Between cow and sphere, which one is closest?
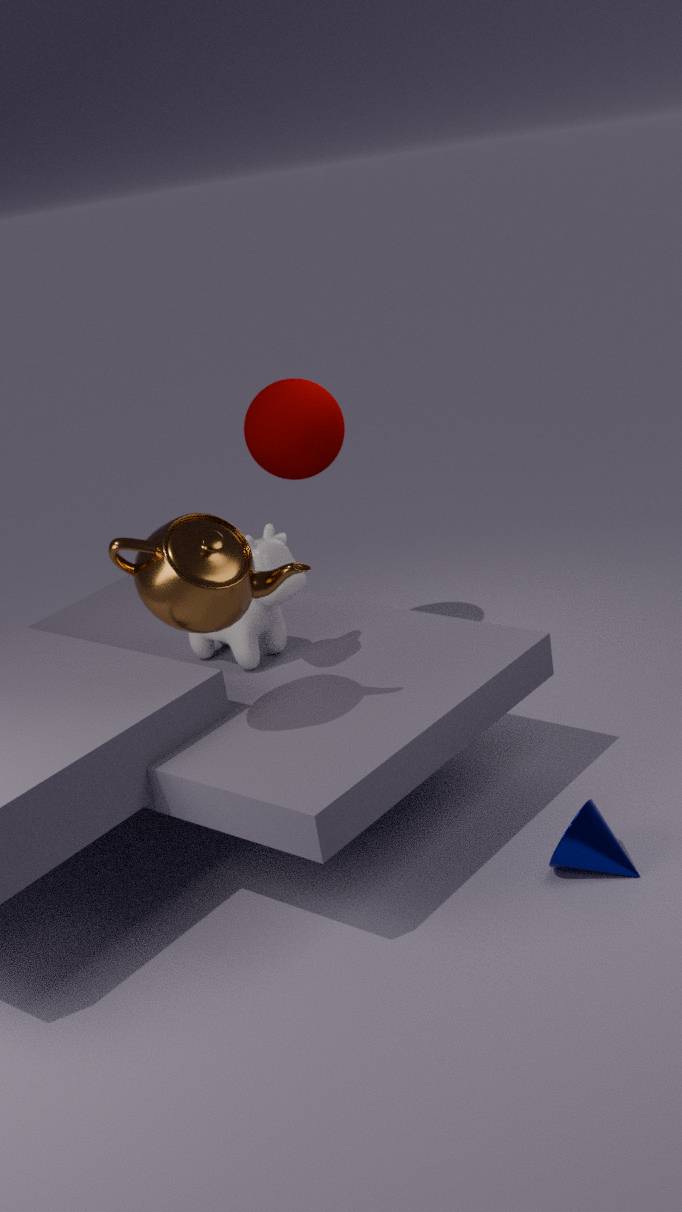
cow
